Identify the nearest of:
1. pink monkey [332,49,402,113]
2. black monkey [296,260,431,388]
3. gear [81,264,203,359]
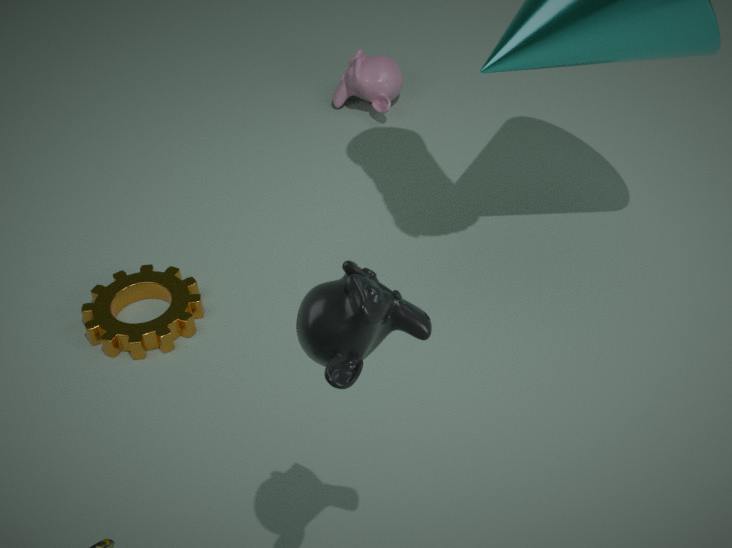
black monkey [296,260,431,388]
